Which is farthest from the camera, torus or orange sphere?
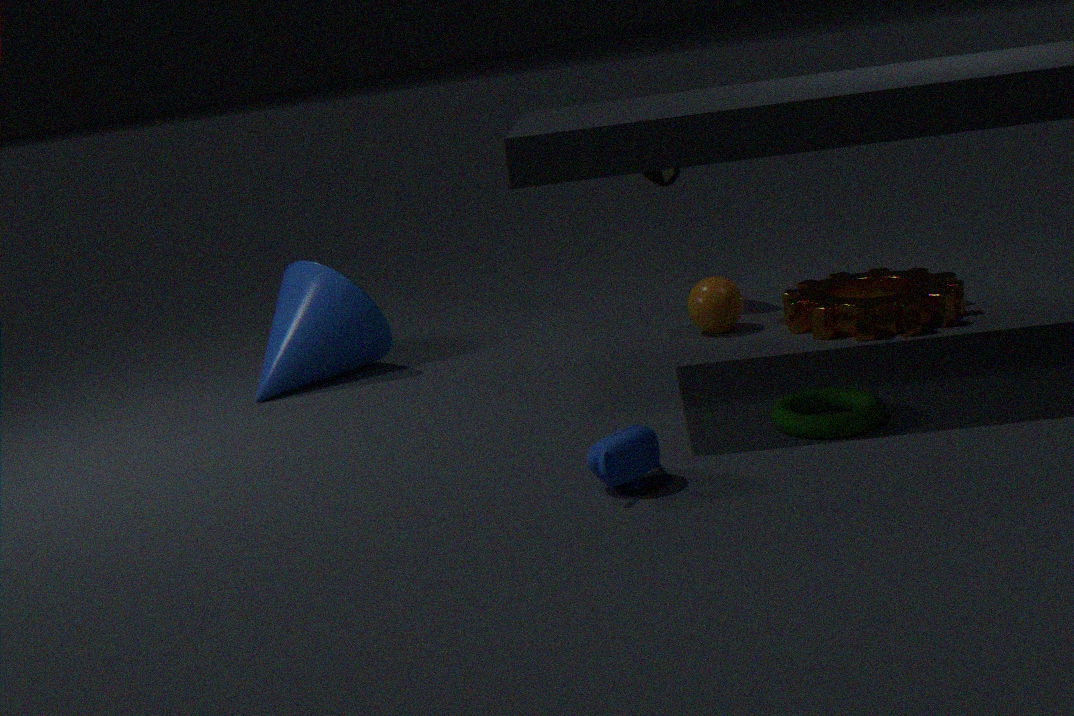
orange sphere
